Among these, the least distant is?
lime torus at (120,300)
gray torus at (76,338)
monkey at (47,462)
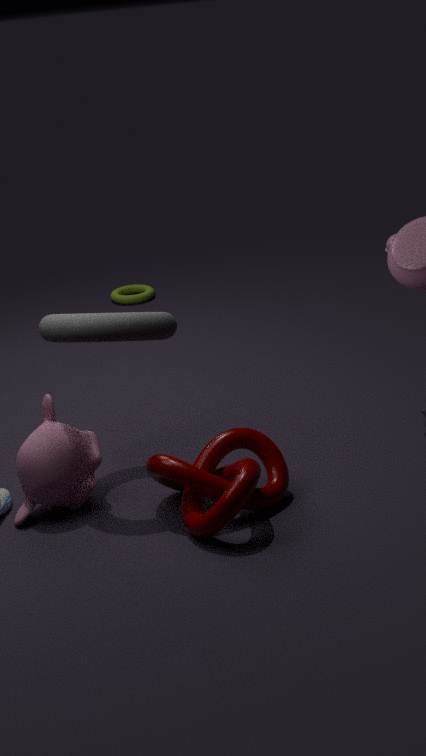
gray torus at (76,338)
